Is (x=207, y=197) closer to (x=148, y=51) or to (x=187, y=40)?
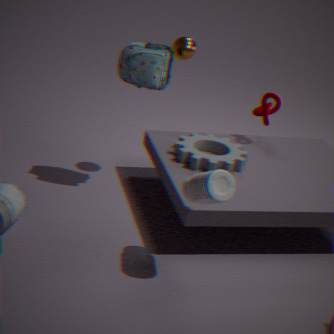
(x=148, y=51)
